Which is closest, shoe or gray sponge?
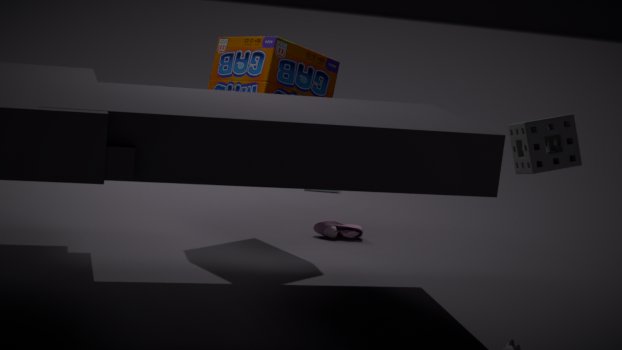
gray sponge
